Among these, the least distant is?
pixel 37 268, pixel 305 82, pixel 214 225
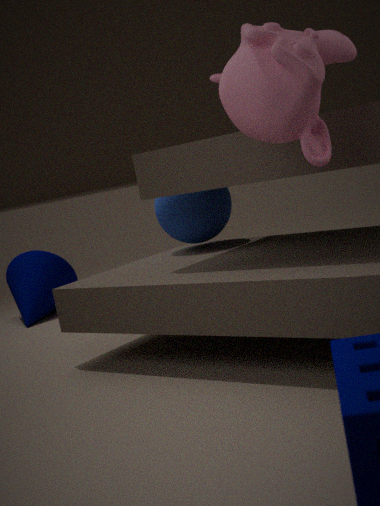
pixel 305 82
